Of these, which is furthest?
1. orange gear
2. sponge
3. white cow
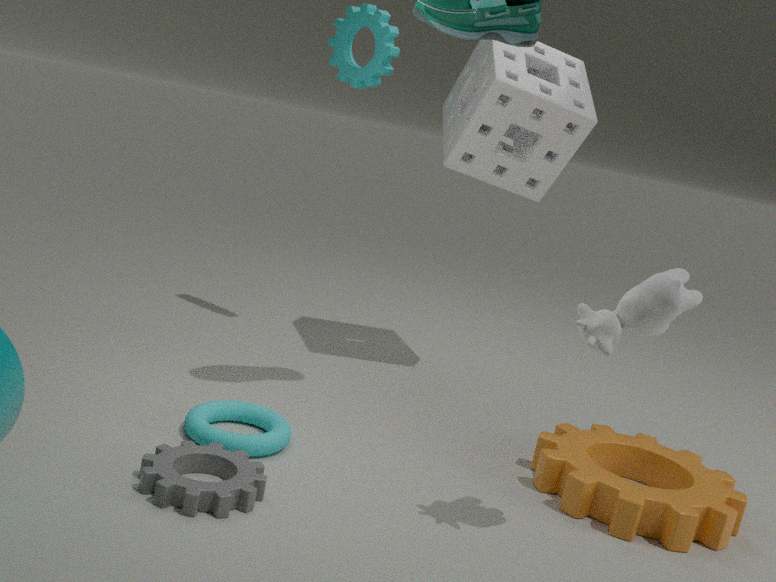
sponge
